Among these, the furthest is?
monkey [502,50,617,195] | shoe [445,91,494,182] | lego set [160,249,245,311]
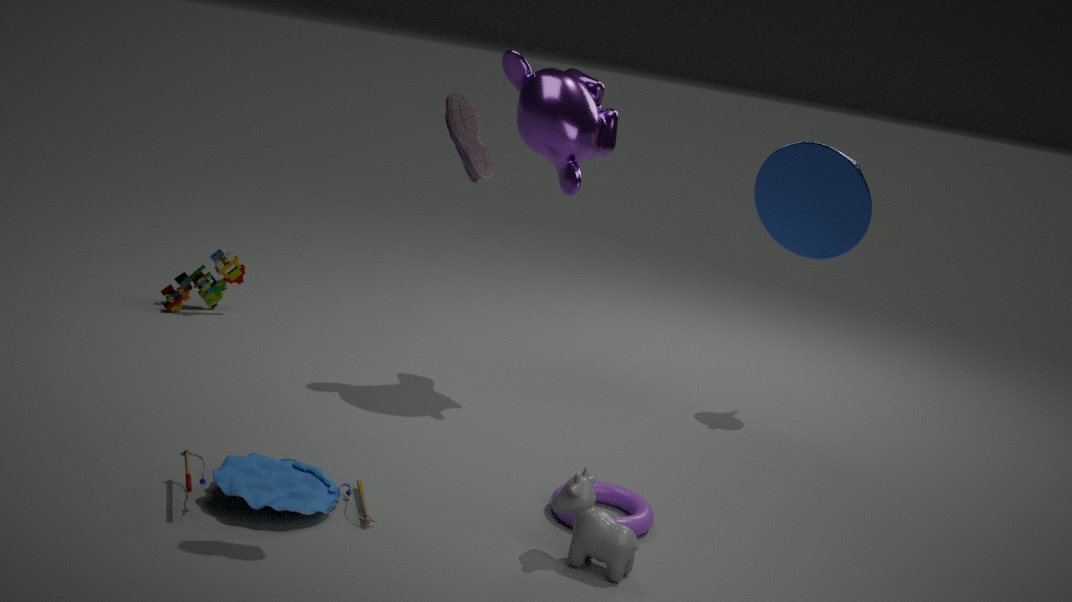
lego set [160,249,245,311]
